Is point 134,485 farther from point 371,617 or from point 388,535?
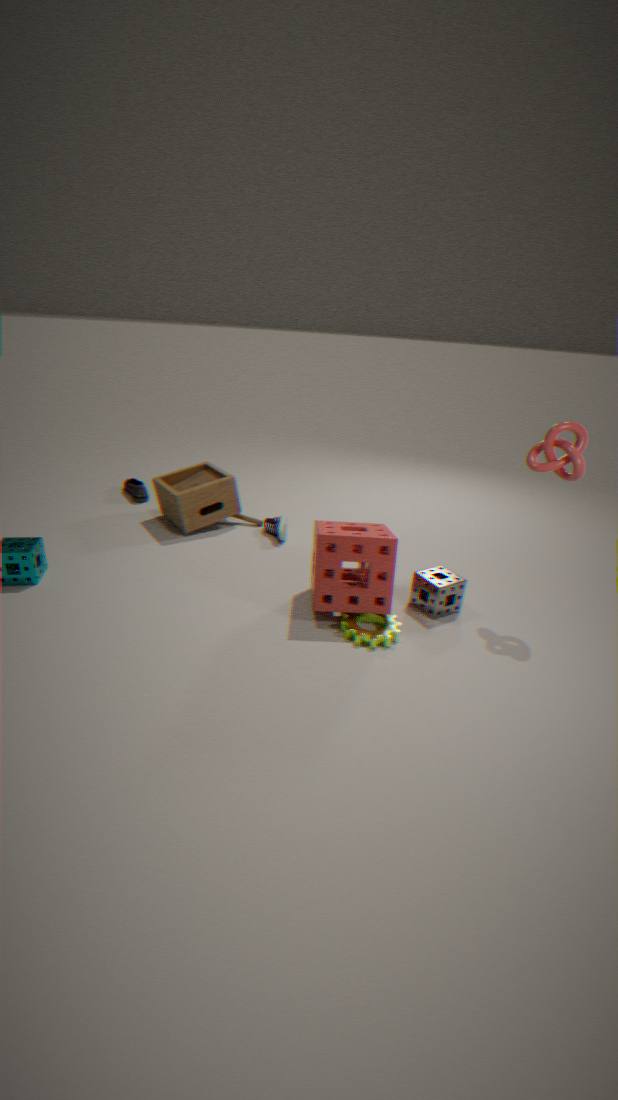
point 371,617
